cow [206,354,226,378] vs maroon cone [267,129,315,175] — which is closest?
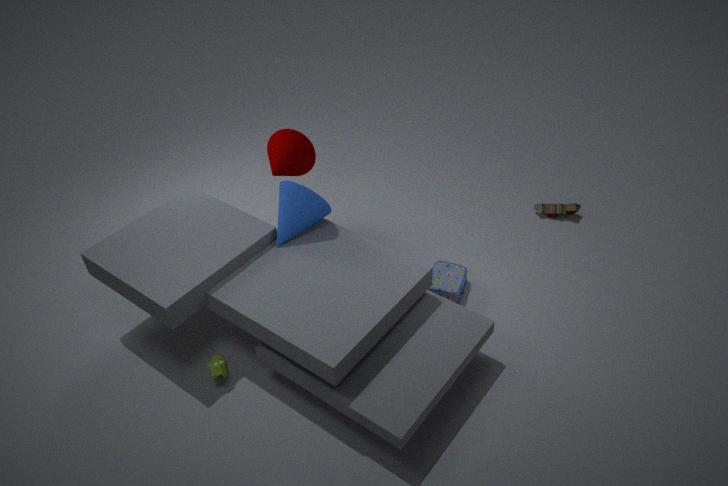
cow [206,354,226,378]
